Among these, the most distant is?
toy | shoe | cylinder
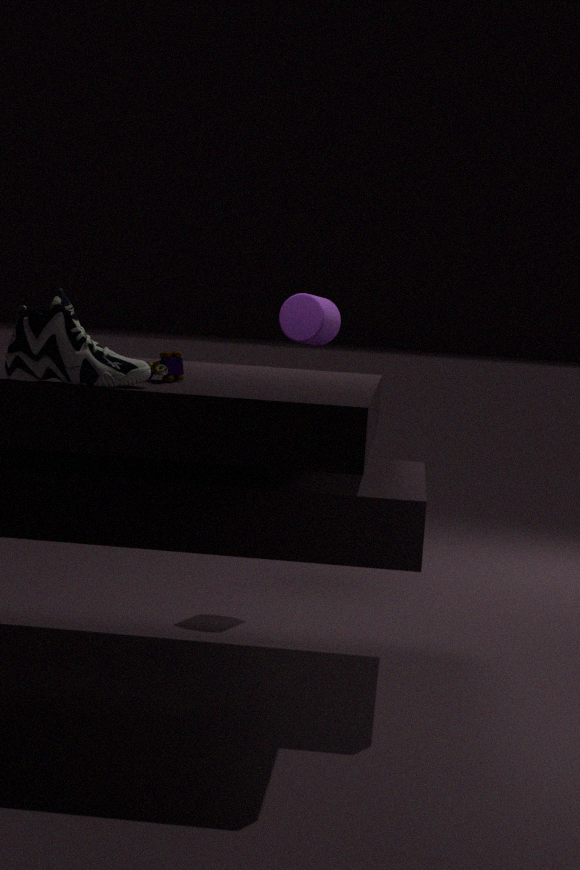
cylinder
